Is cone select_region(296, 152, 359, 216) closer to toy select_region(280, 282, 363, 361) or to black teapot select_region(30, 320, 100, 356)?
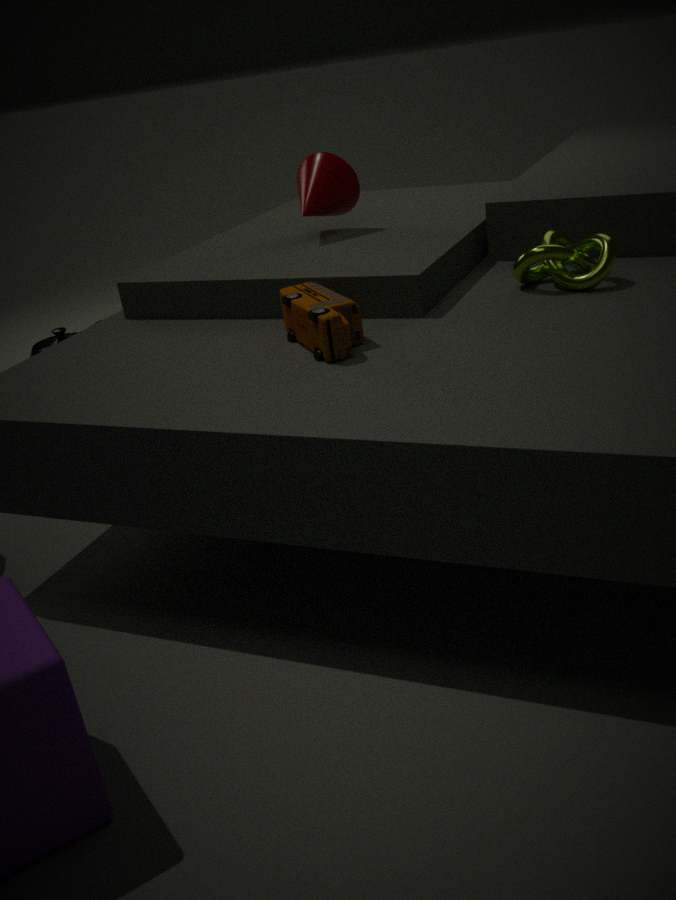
toy select_region(280, 282, 363, 361)
